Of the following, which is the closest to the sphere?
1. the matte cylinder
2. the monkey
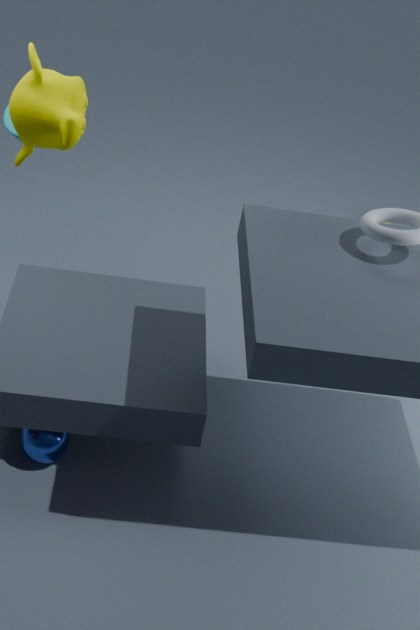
the monkey
